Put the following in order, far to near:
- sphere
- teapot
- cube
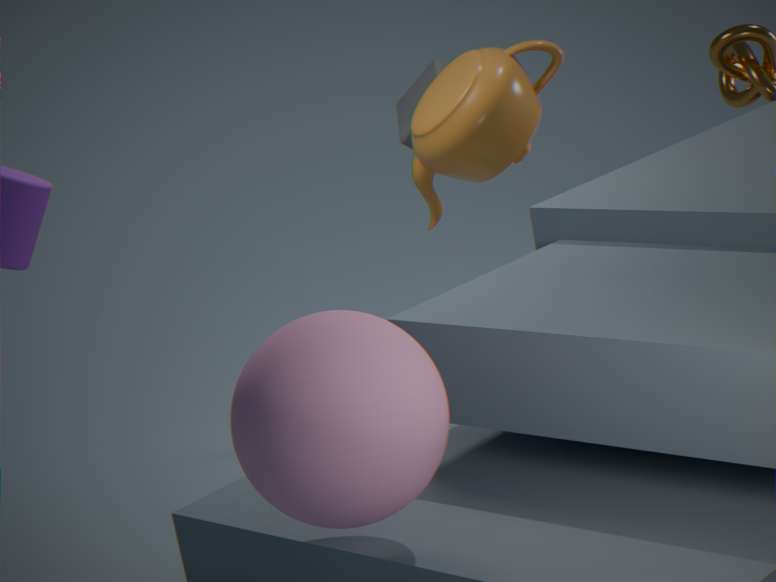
cube → teapot → sphere
